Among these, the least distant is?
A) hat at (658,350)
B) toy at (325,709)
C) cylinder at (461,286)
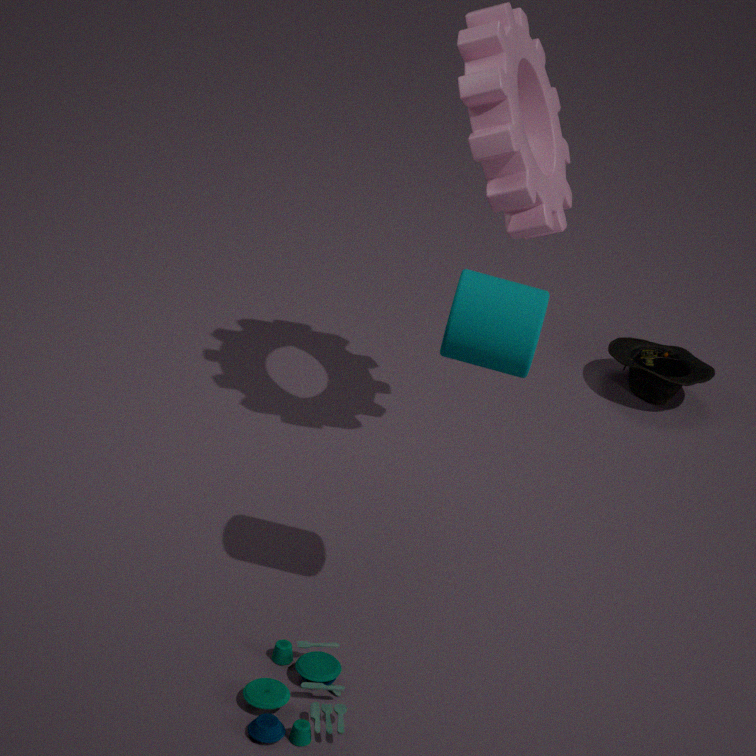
C. cylinder at (461,286)
